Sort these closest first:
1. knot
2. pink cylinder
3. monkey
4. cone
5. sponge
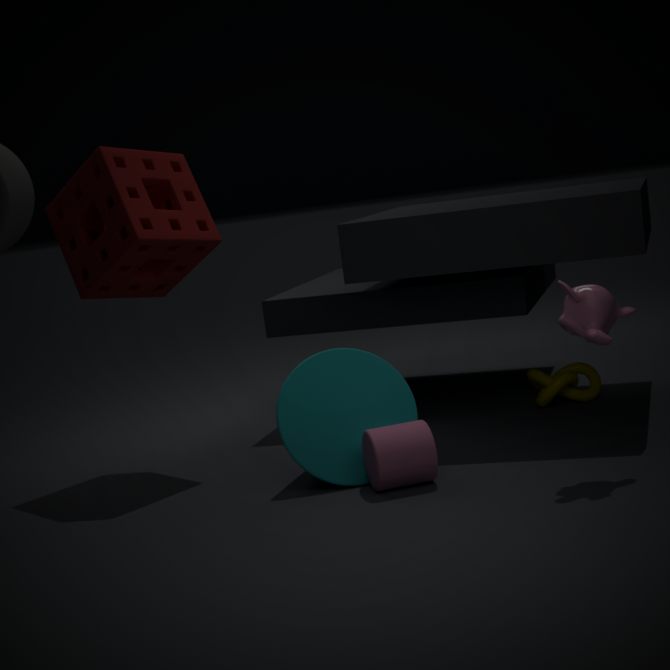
monkey
pink cylinder
cone
sponge
knot
